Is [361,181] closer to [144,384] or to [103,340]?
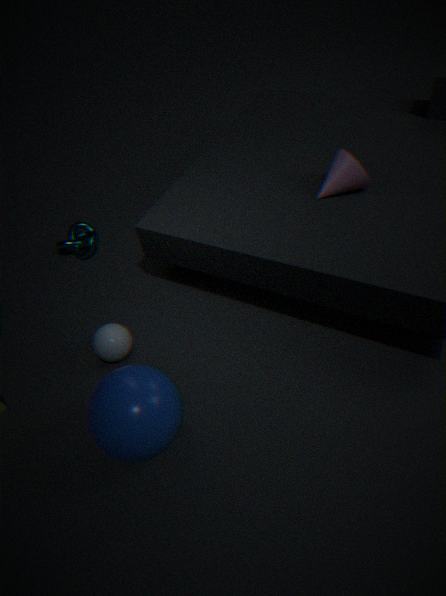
[103,340]
